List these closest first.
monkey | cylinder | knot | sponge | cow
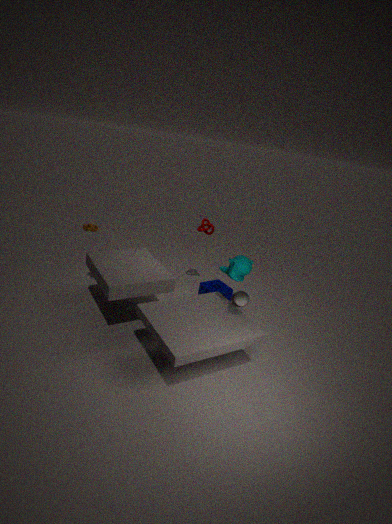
cylinder < monkey < cow < sponge < knot
